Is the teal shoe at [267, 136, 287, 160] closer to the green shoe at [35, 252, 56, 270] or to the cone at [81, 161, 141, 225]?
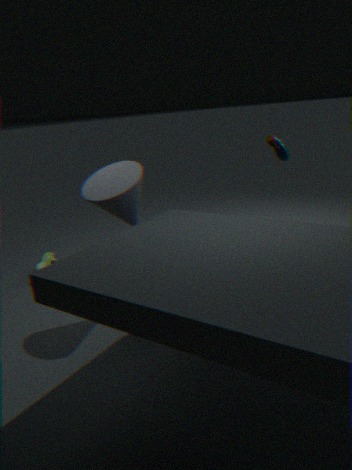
the cone at [81, 161, 141, 225]
